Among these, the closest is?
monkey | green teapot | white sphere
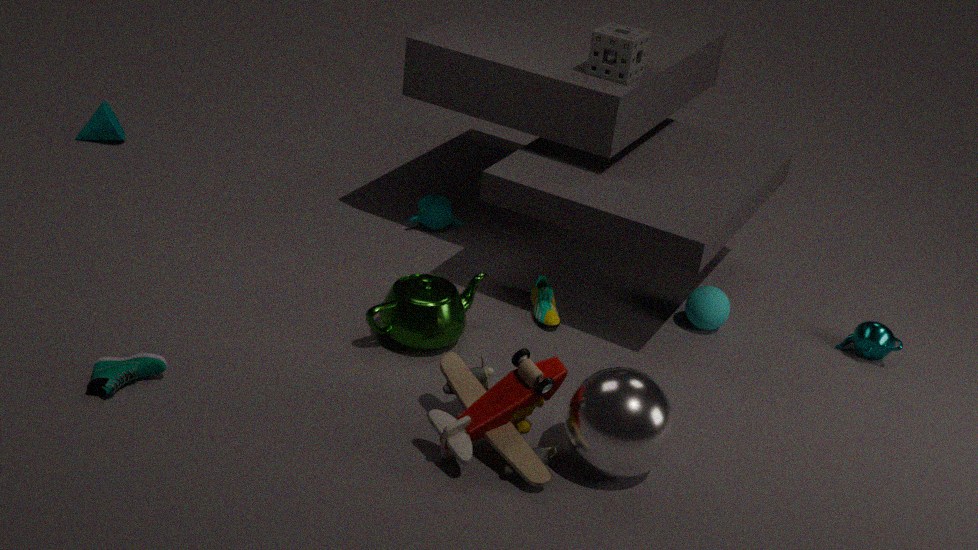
white sphere
